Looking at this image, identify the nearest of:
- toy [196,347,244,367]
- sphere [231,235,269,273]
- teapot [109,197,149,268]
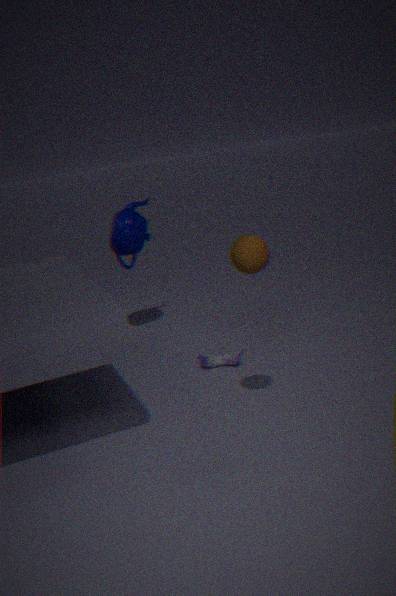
sphere [231,235,269,273]
